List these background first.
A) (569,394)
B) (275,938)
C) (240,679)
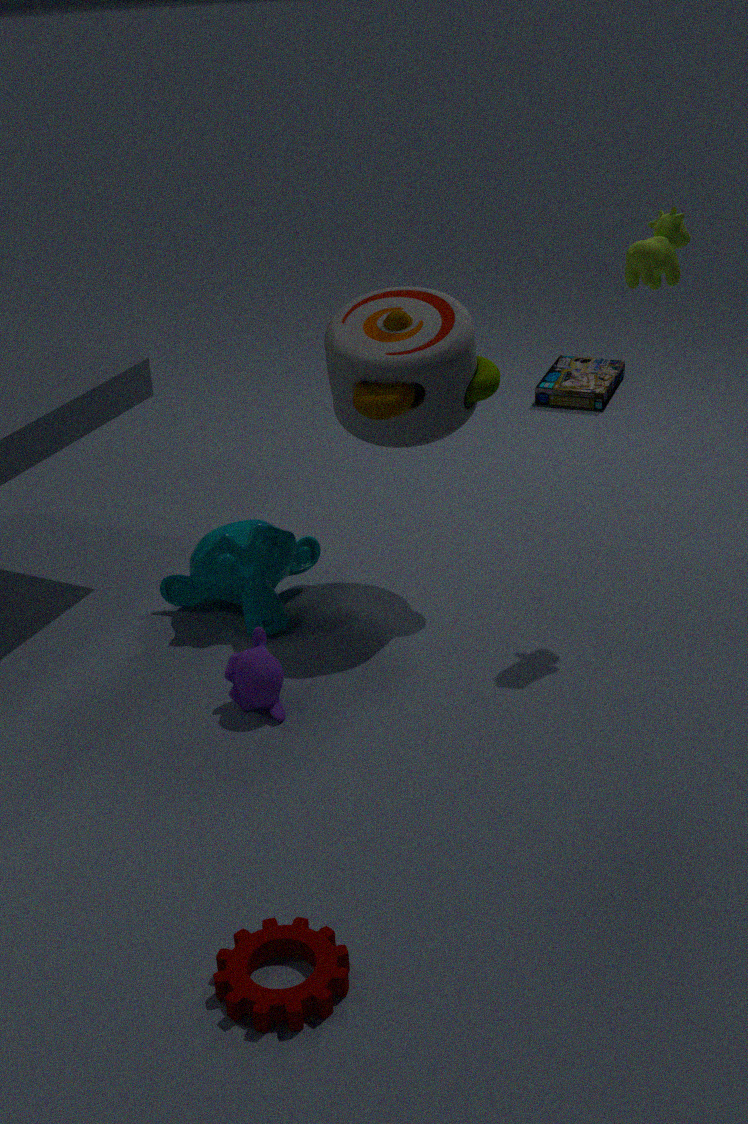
(569,394)
(240,679)
(275,938)
